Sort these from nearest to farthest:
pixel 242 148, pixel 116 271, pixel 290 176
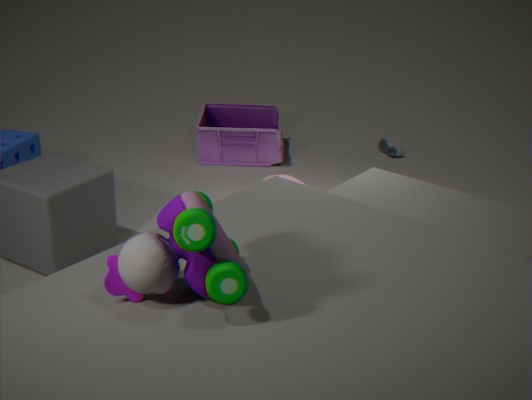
pixel 116 271
pixel 290 176
pixel 242 148
